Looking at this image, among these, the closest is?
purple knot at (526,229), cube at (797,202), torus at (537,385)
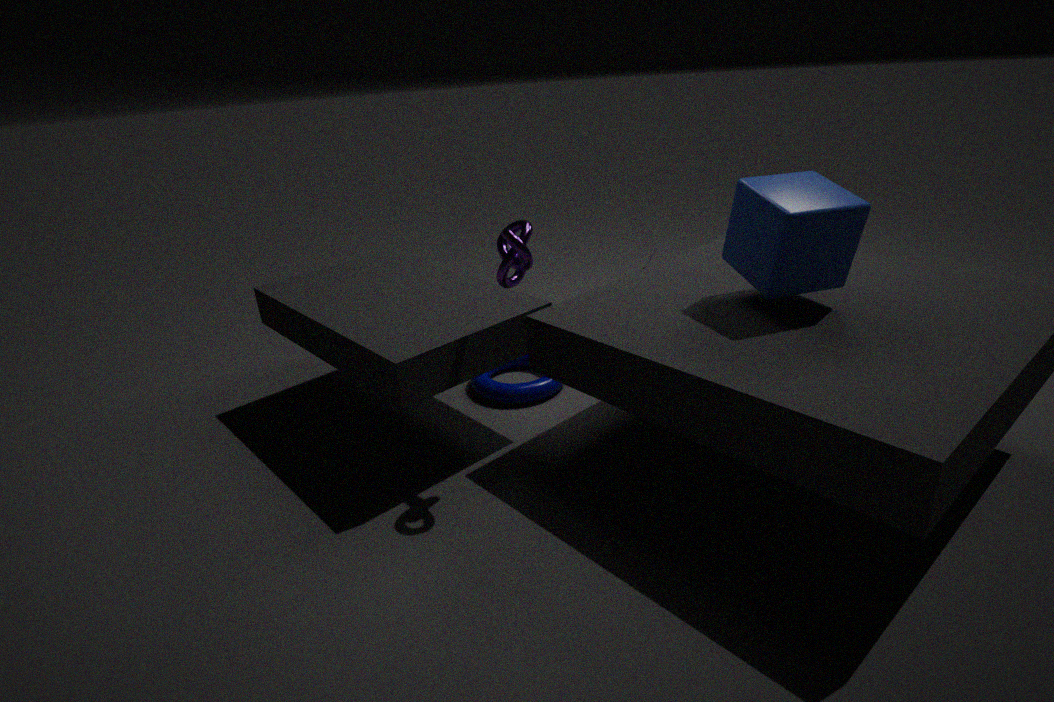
purple knot at (526,229)
